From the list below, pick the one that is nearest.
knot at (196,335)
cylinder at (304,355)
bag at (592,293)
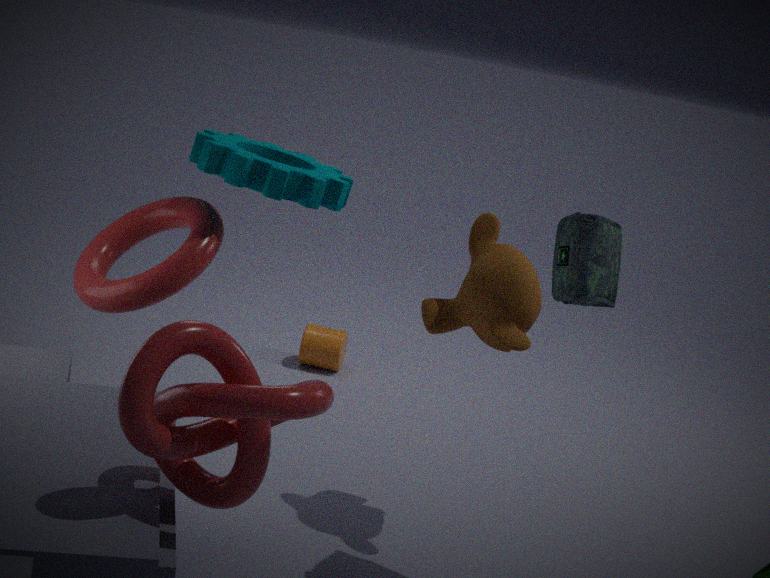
knot at (196,335)
